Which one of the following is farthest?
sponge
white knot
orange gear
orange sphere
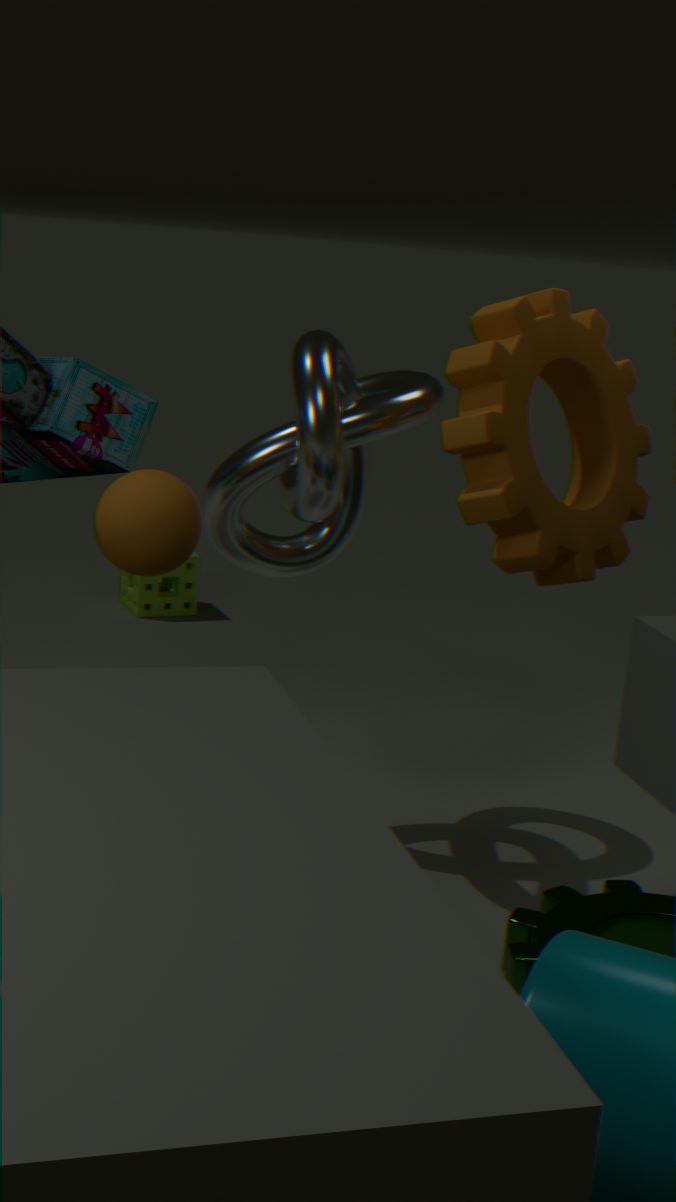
sponge
